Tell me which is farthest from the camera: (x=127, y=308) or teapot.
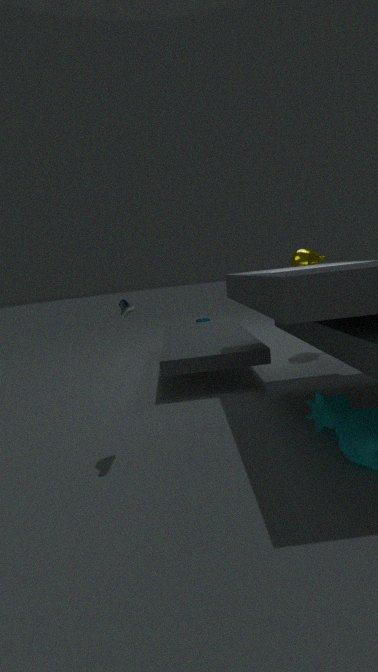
(x=127, y=308)
